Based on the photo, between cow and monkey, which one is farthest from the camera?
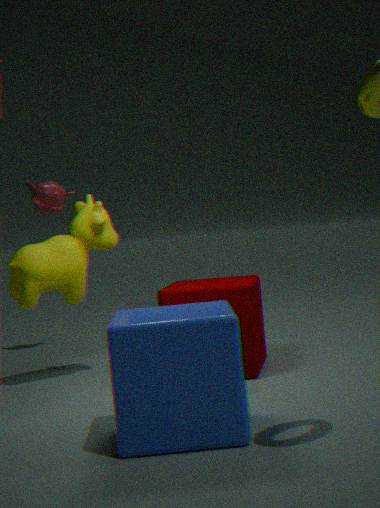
monkey
